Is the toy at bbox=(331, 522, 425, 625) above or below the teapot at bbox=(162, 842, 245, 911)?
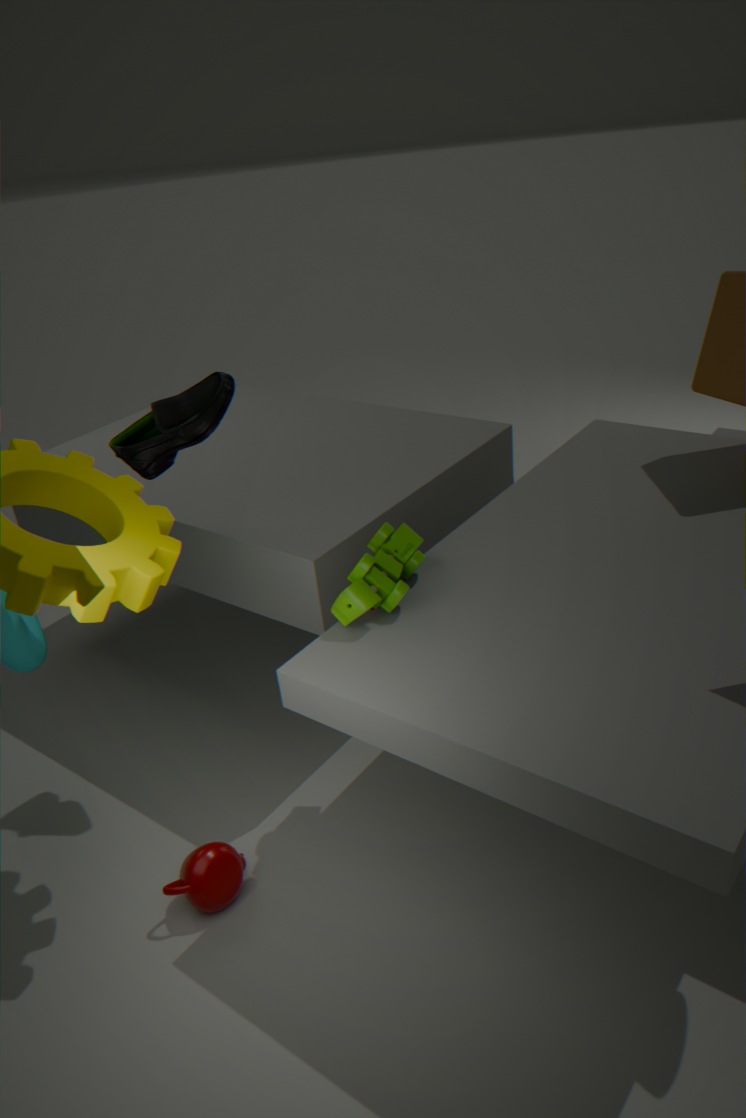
above
